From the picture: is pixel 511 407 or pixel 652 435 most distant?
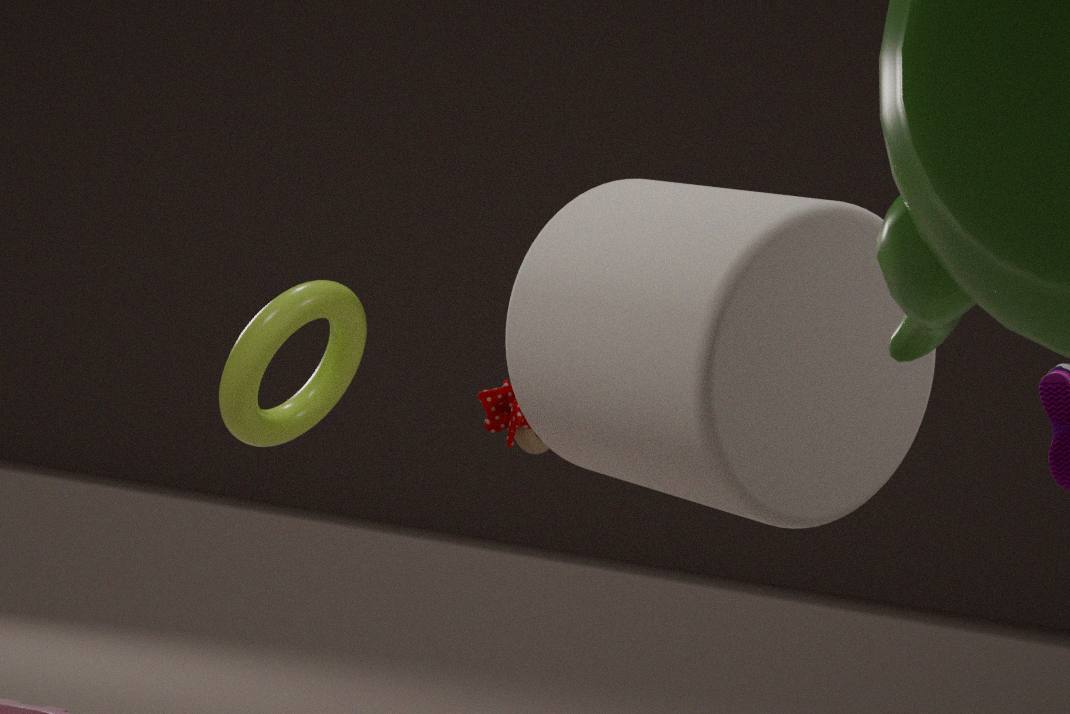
pixel 511 407
